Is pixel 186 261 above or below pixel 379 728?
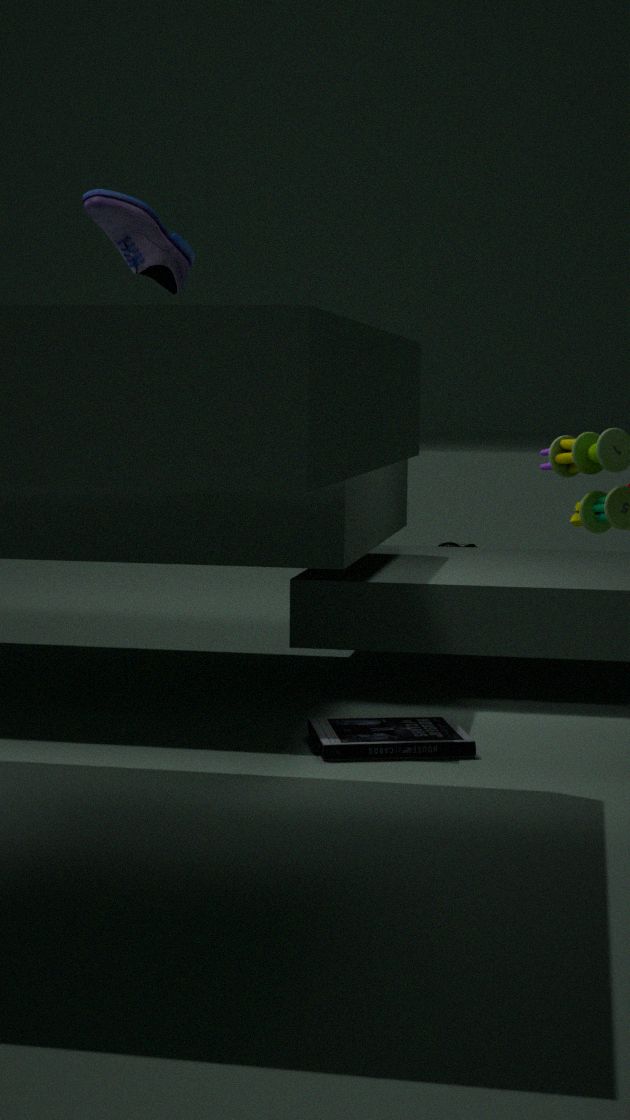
above
